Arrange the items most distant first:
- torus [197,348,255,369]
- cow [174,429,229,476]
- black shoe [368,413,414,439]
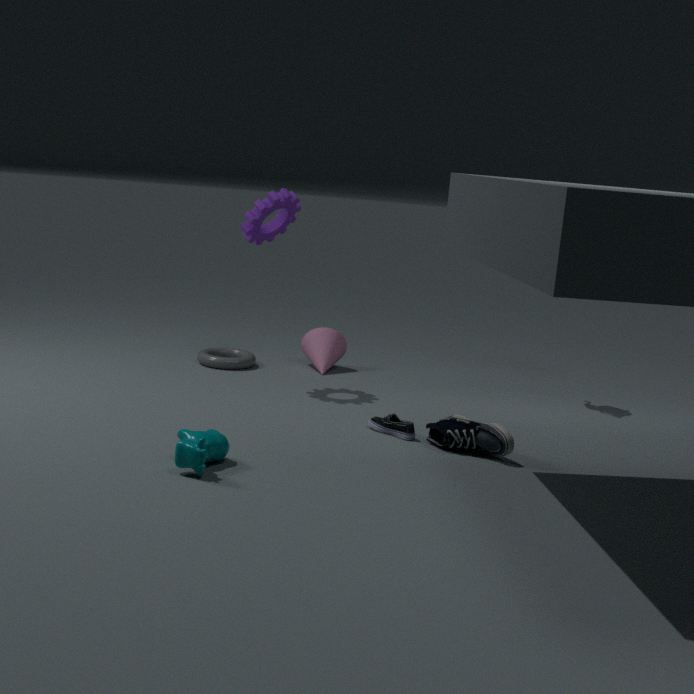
1. torus [197,348,255,369]
2. black shoe [368,413,414,439]
3. cow [174,429,229,476]
